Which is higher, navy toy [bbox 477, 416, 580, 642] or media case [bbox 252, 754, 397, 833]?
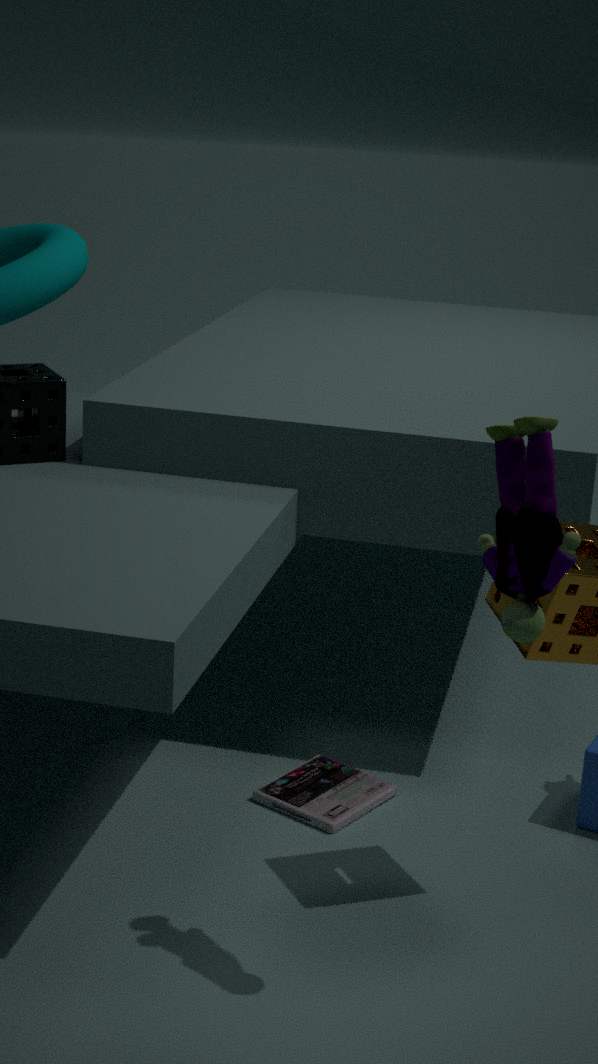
navy toy [bbox 477, 416, 580, 642]
